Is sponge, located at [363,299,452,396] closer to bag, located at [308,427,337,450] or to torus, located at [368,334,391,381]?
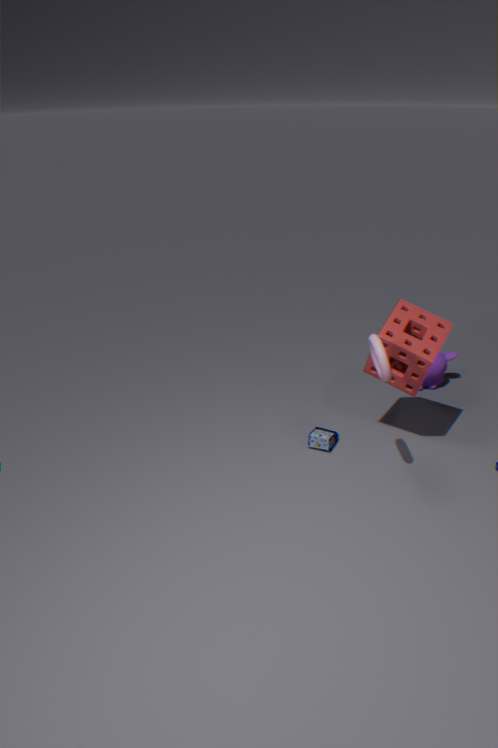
torus, located at [368,334,391,381]
